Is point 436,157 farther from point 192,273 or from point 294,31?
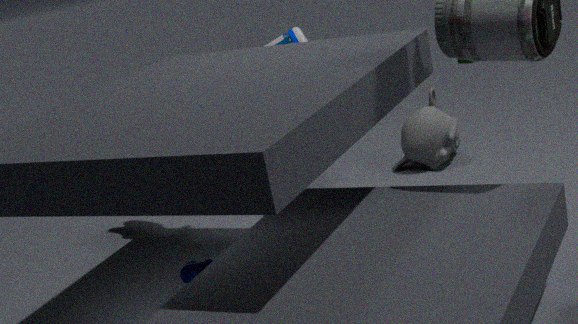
point 192,273
